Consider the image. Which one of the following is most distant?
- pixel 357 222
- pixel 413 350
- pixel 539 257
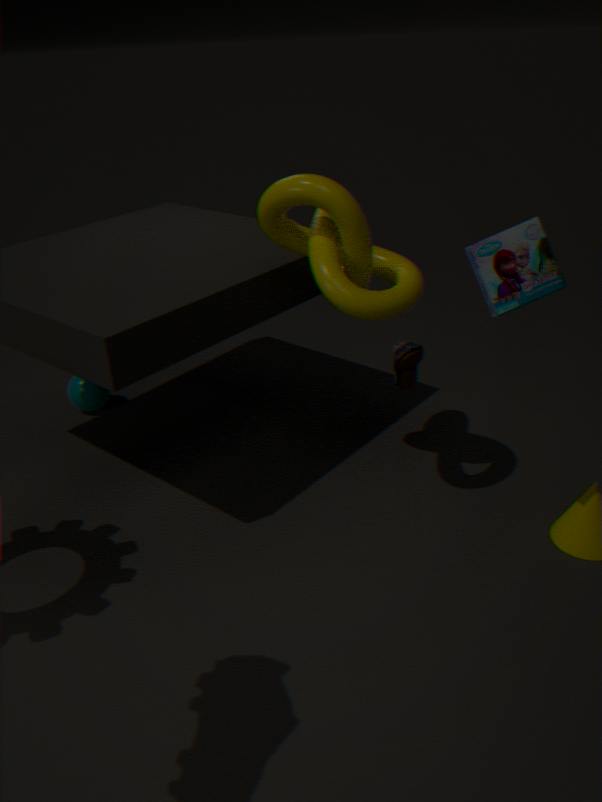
pixel 413 350
